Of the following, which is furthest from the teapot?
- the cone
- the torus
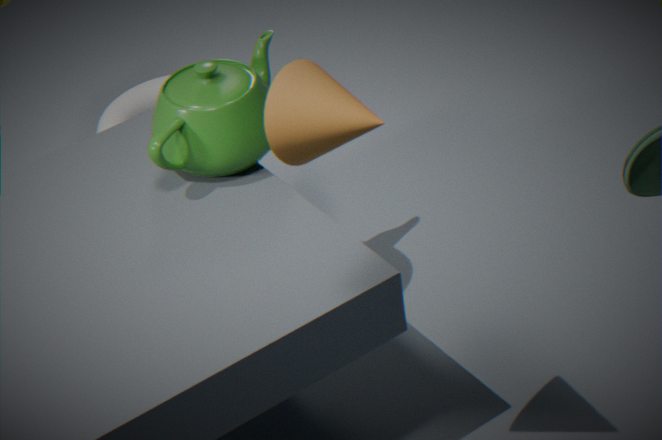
the torus
